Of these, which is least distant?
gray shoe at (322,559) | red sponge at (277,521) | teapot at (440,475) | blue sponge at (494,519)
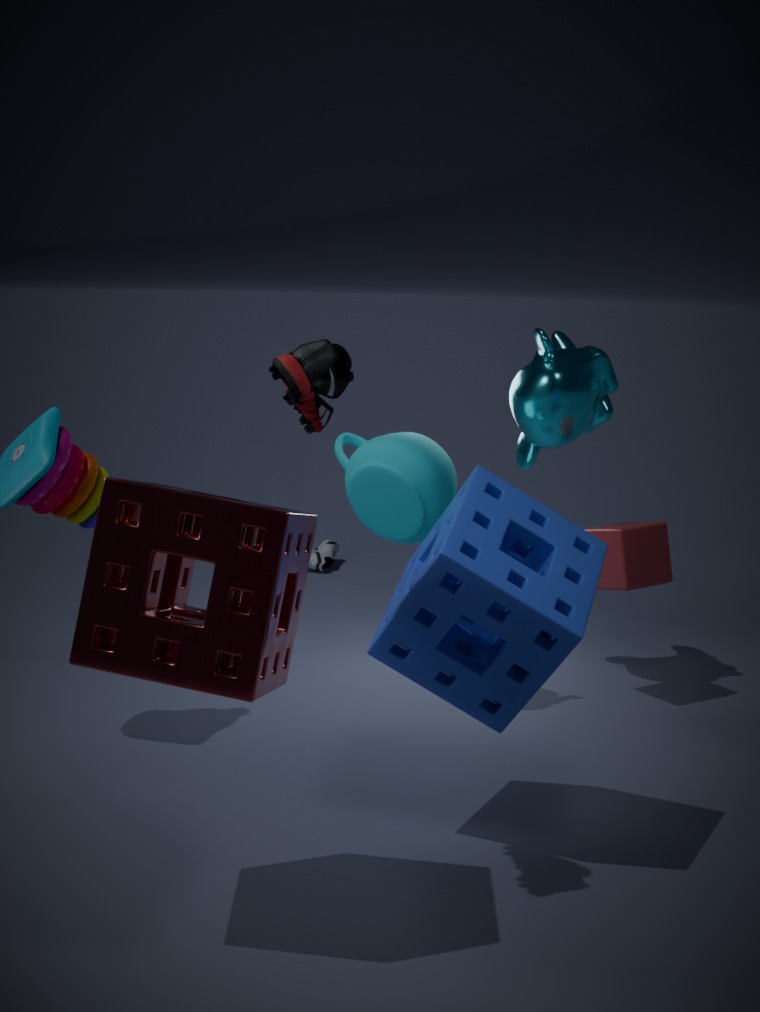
red sponge at (277,521)
